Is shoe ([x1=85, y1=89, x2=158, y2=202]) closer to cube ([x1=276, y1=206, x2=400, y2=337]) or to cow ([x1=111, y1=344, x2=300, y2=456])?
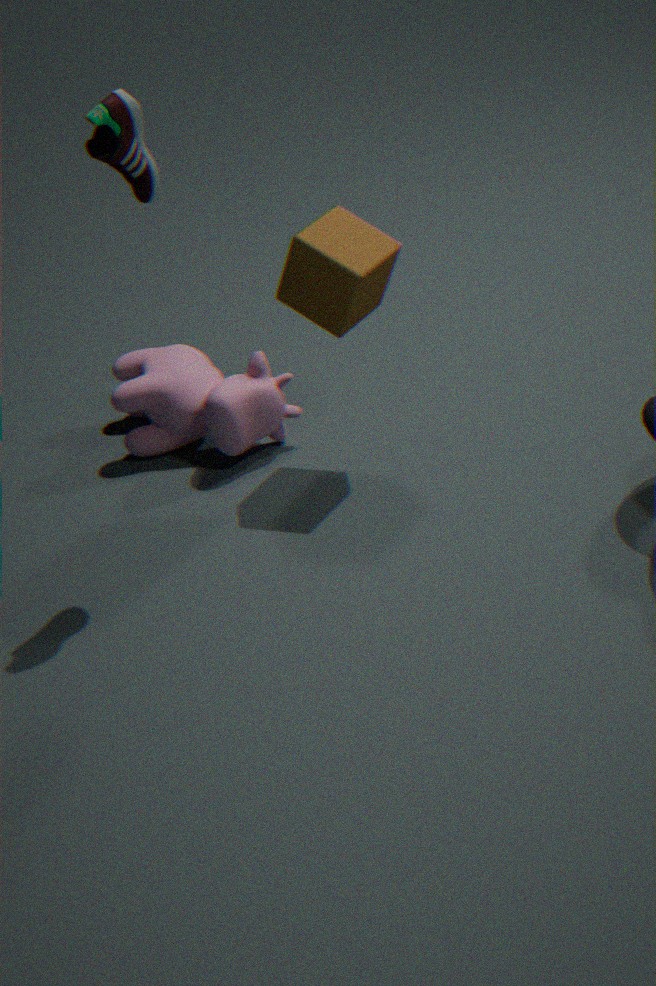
cube ([x1=276, y1=206, x2=400, y2=337])
